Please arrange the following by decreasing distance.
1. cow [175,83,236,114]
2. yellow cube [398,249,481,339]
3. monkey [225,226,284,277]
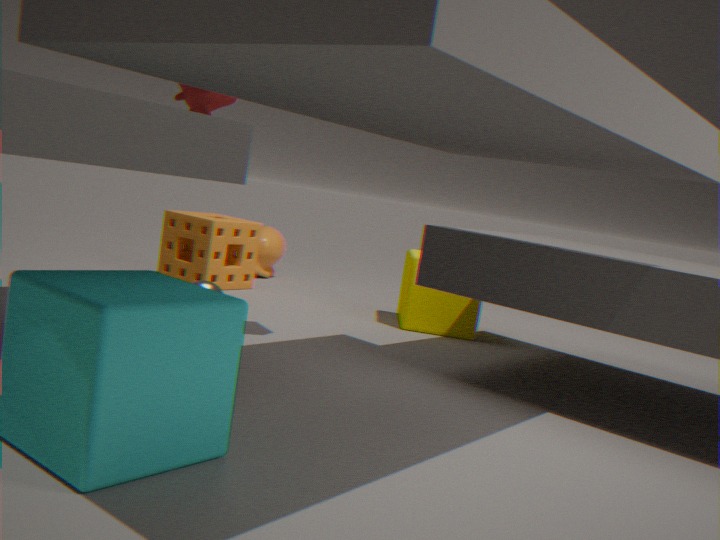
monkey [225,226,284,277], yellow cube [398,249,481,339], cow [175,83,236,114]
